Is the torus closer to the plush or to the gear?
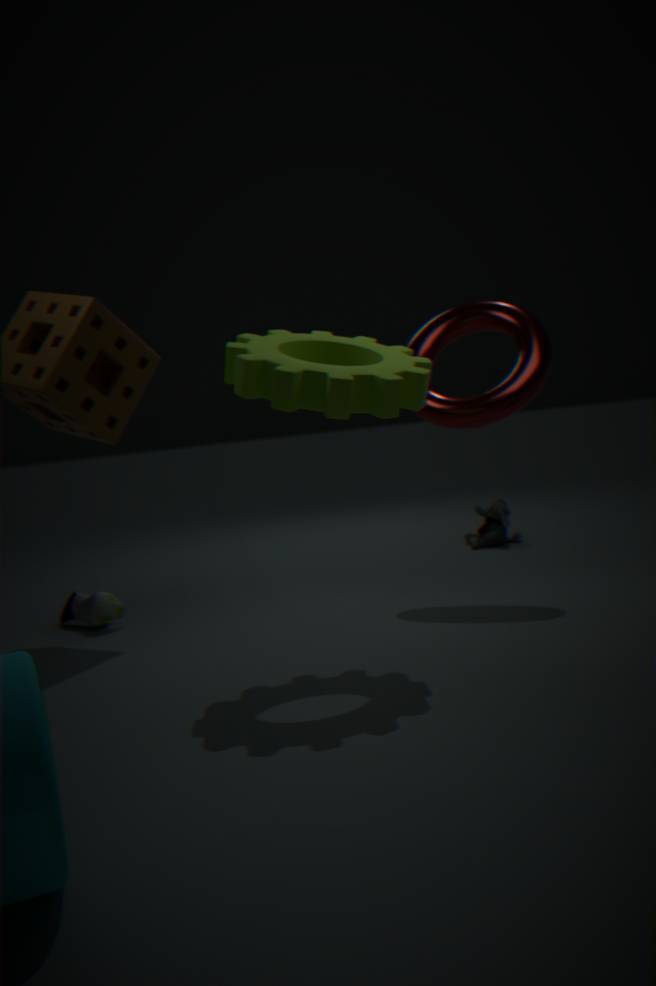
the gear
